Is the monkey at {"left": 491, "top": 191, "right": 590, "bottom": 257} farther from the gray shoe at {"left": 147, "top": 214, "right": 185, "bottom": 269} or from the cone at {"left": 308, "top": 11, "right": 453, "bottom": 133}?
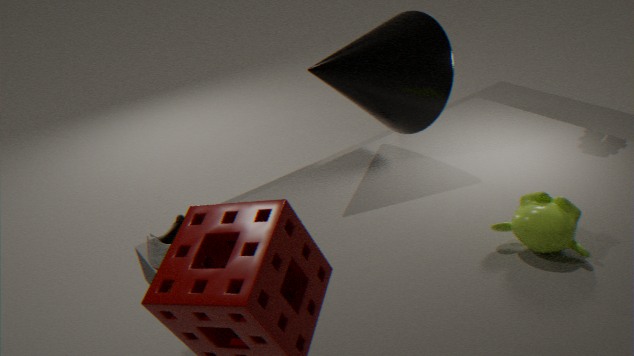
the gray shoe at {"left": 147, "top": 214, "right": 185, "bottom": 269}
